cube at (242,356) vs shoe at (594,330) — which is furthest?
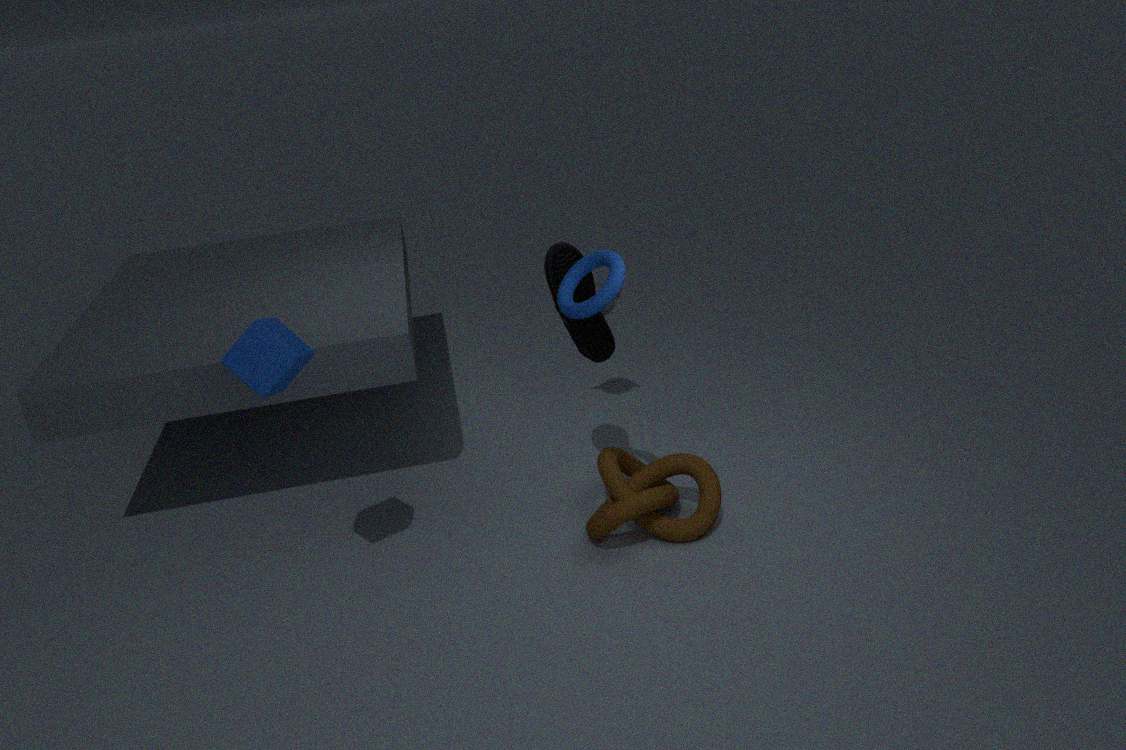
shoe at (594,330)
